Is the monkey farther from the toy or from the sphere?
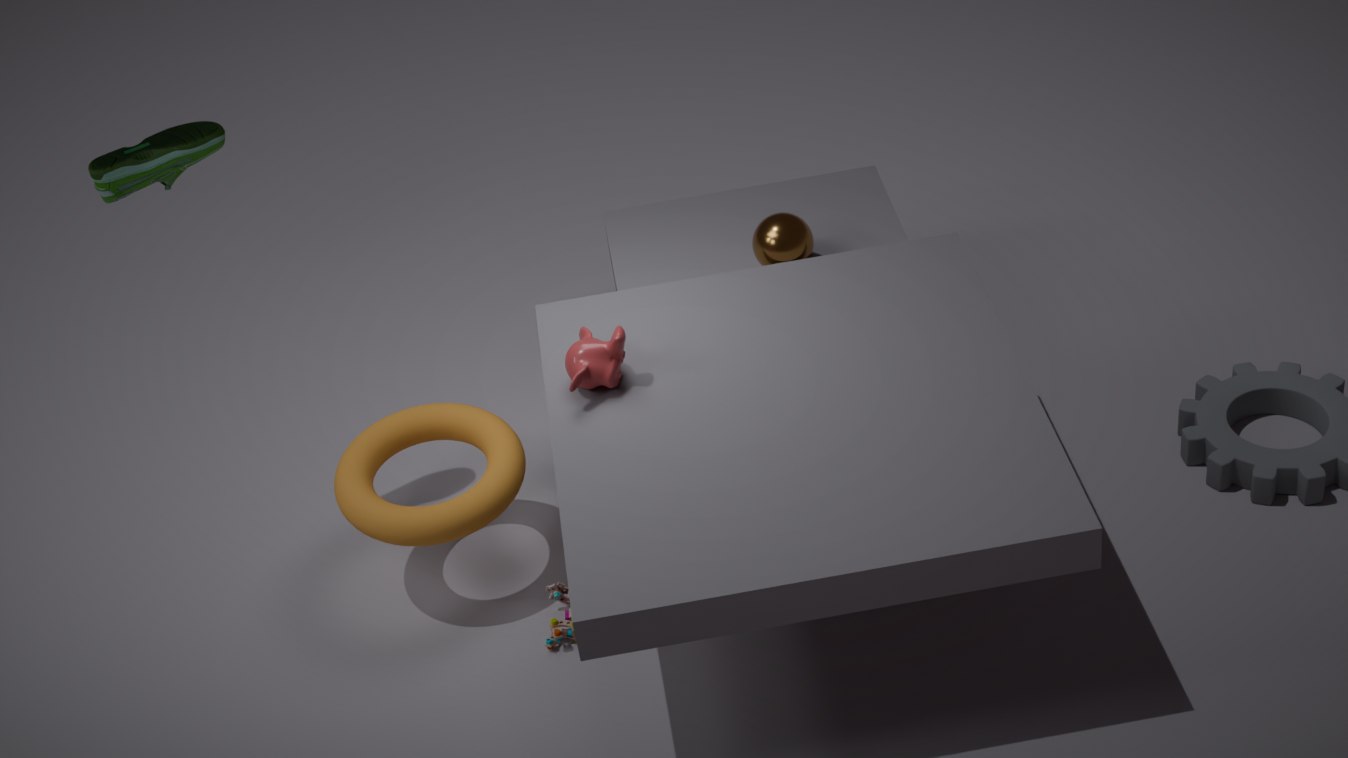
the sphere
